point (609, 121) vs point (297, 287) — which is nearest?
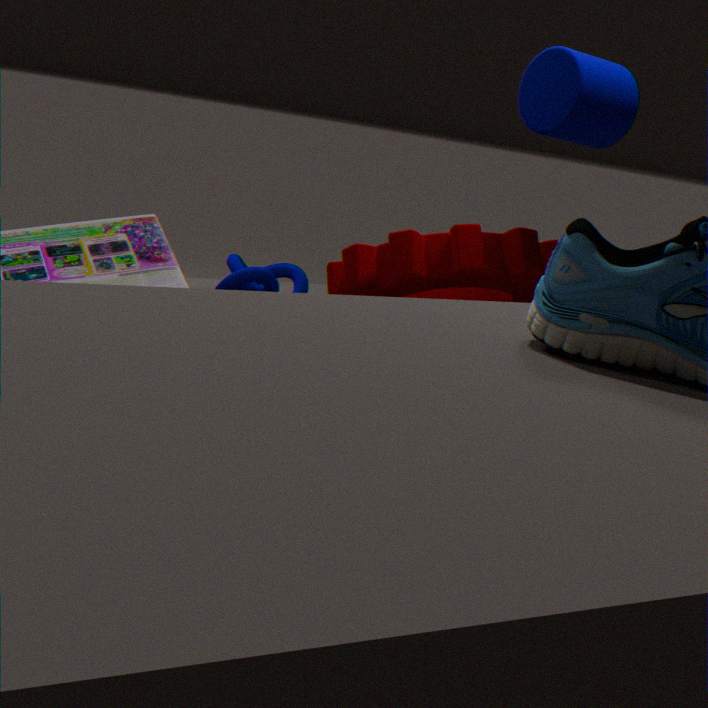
point (609, 121)
